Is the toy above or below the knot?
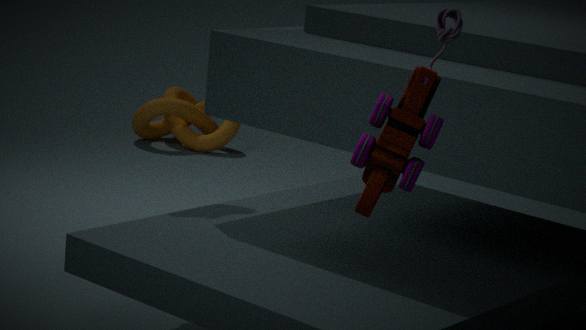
above
